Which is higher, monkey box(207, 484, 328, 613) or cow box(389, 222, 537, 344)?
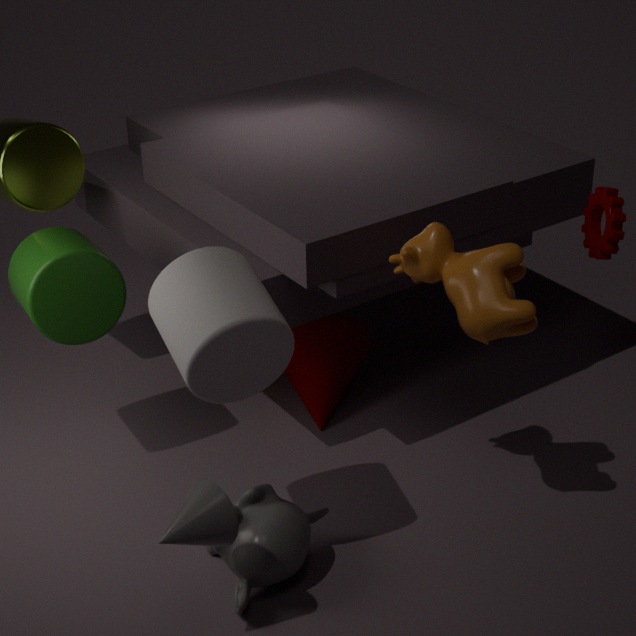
cow box(389, 222, 537, 344)
